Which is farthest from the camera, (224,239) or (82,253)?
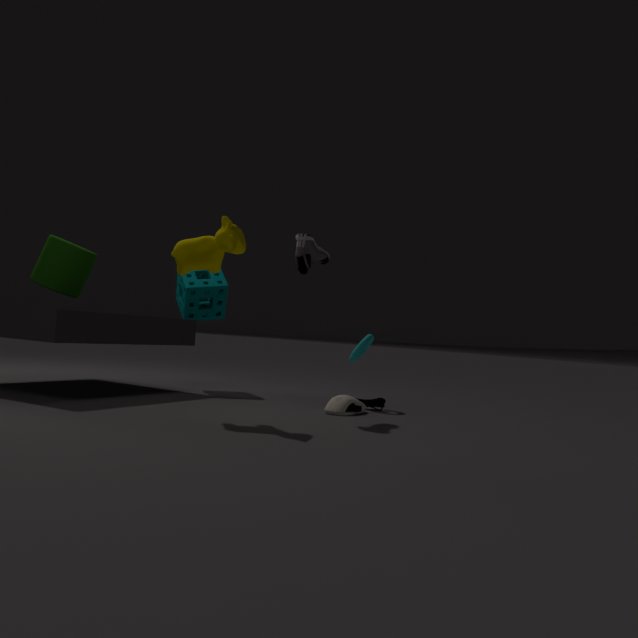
(82,253)
